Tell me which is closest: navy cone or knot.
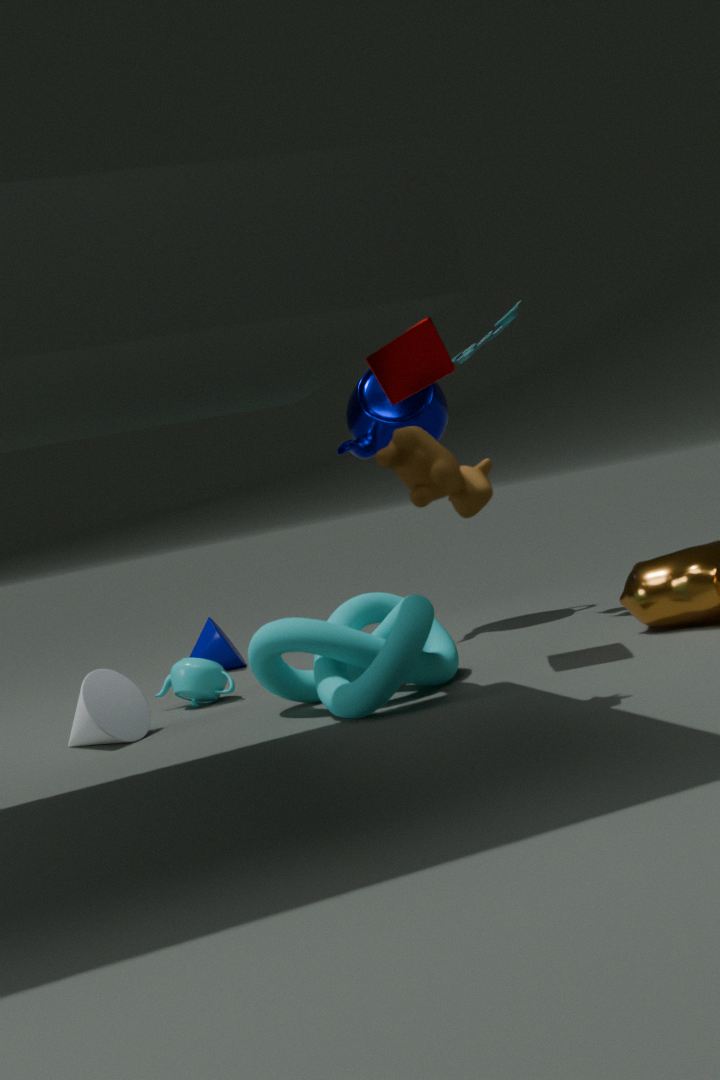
knot
